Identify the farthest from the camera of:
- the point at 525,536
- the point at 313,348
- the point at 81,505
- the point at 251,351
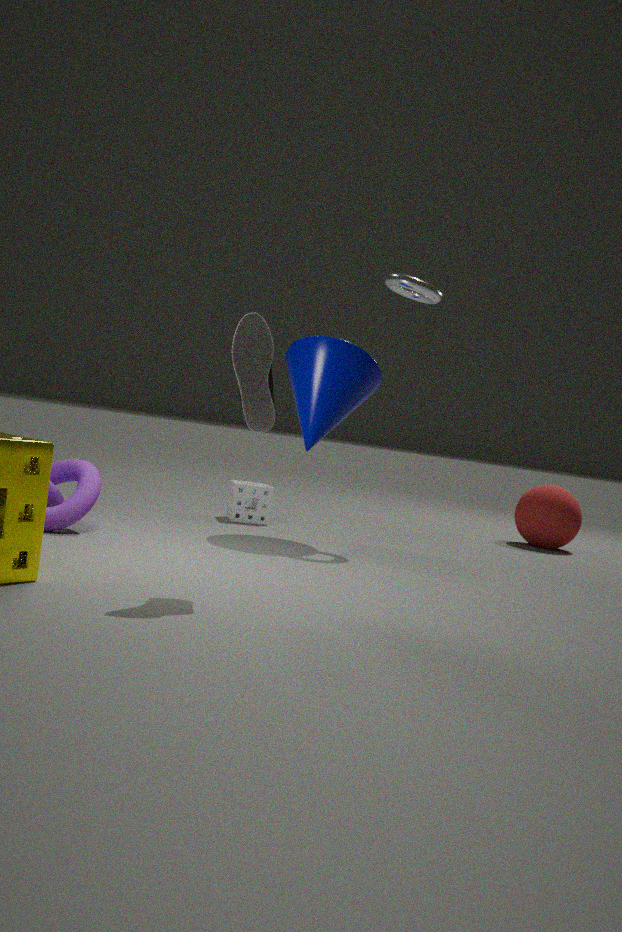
the point at 525,536
